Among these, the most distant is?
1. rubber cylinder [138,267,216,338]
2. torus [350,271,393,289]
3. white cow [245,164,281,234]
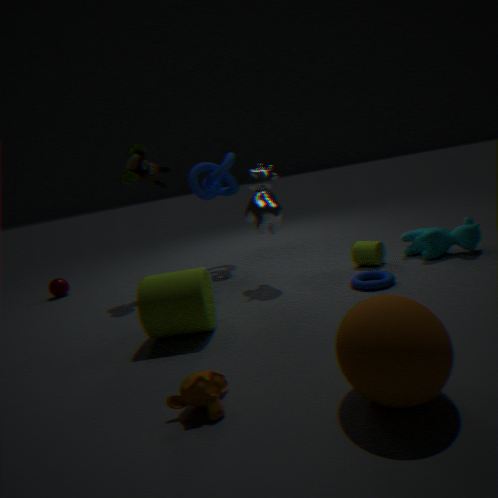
white cow [245,164,281,234]
